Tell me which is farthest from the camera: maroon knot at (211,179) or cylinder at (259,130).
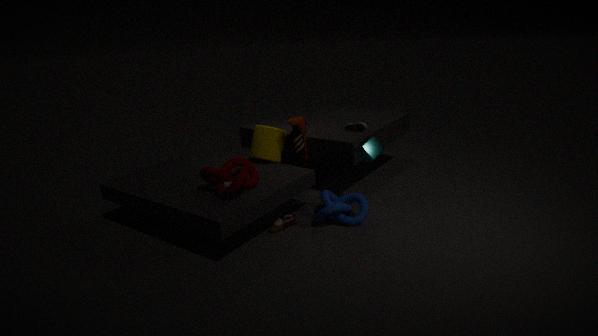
cylinder at (259,130)
